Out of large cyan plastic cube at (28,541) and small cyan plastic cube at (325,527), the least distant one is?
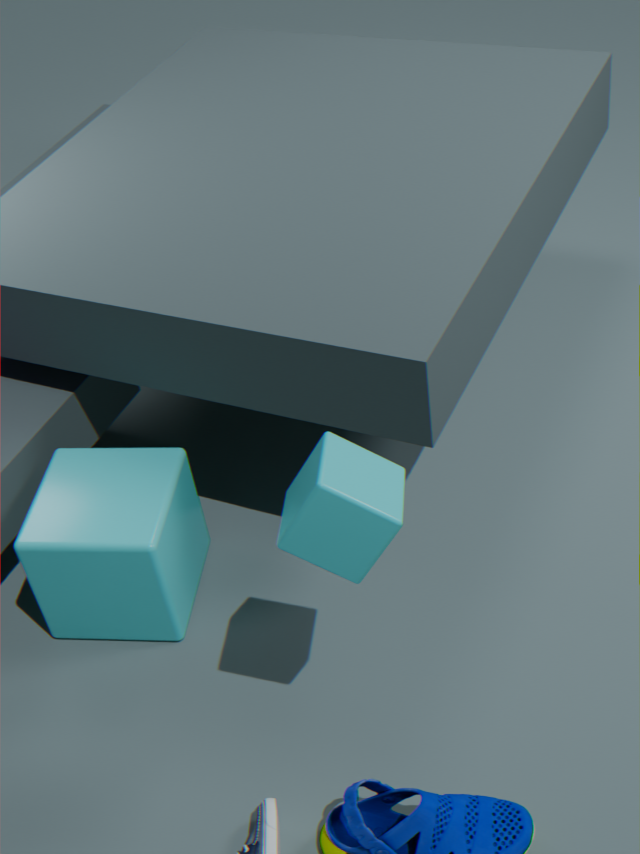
small cyan plastic cube at (325,527)
